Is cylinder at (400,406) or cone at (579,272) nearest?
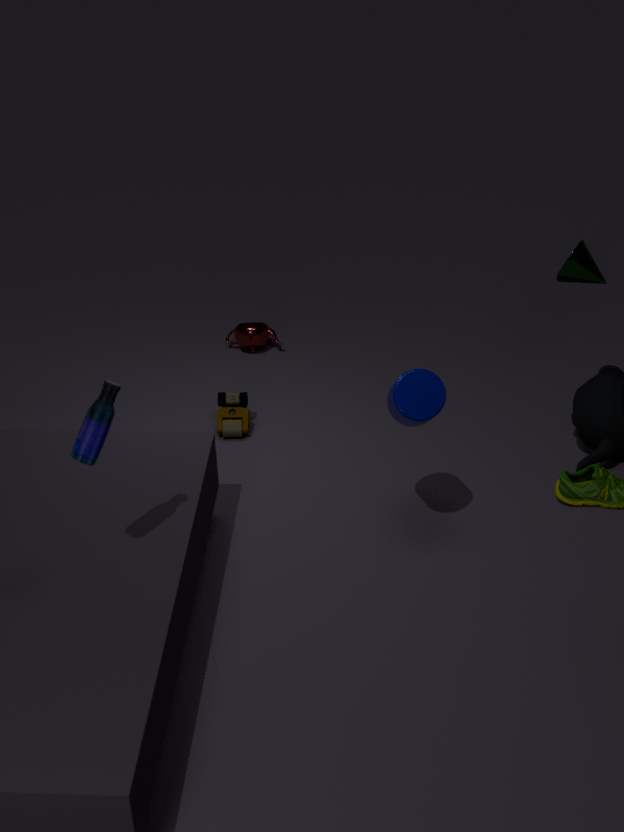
cylinder at (400,406)
